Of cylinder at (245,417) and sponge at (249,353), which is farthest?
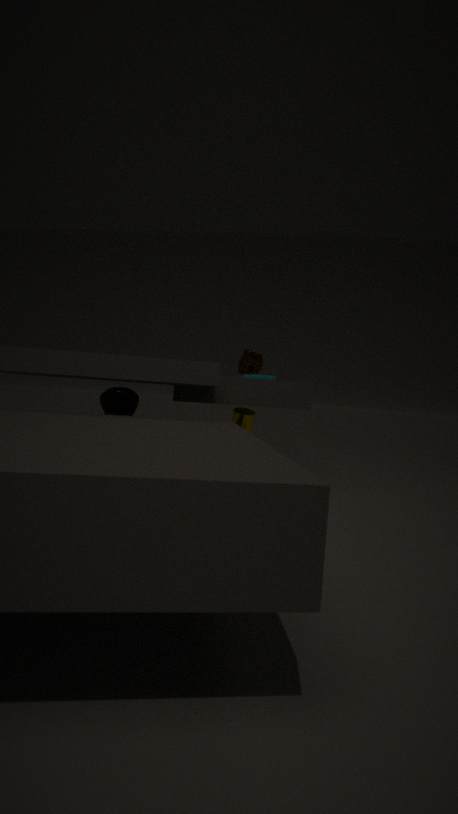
sponge at (249,353)
